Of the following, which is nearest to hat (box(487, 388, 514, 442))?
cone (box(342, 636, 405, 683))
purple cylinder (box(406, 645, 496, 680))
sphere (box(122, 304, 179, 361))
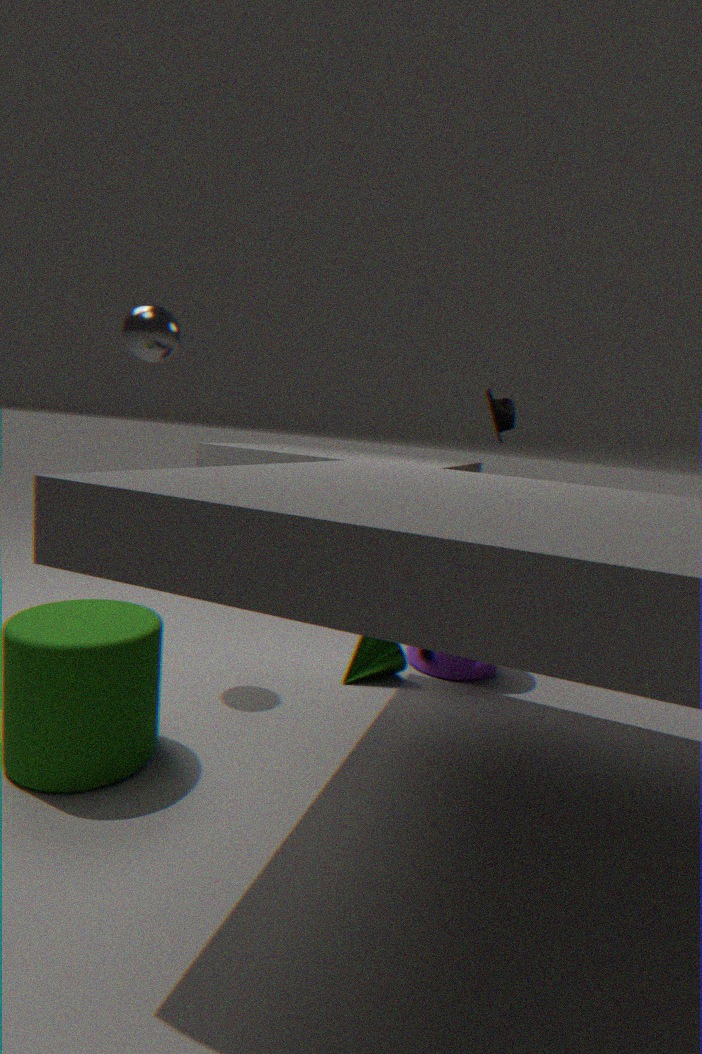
purple cylinder (box(406, 645, 496, 680))
